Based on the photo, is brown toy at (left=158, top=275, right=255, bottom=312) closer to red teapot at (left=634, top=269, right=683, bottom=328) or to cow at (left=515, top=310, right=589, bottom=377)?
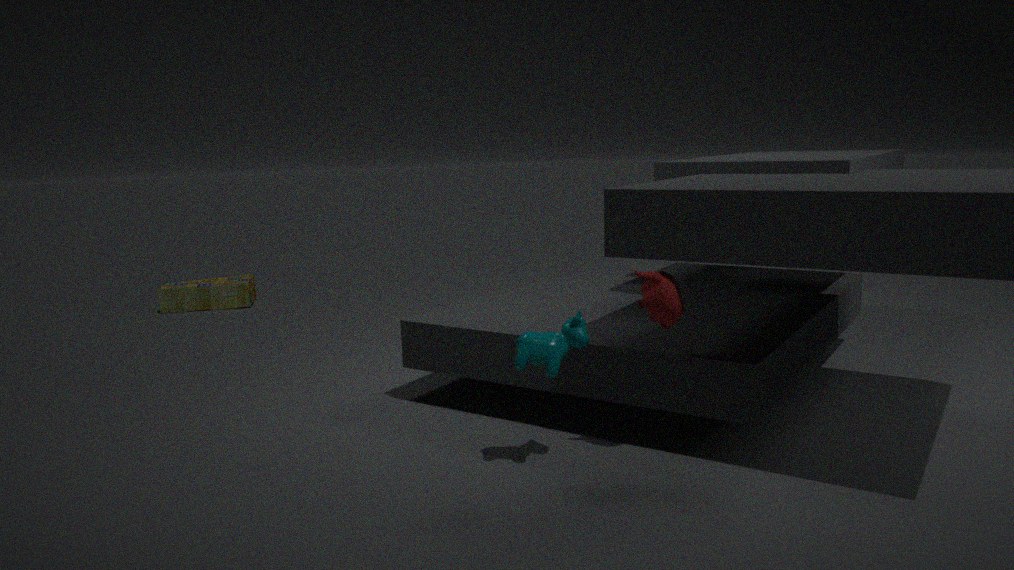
cow at (left=515, top=310, right=589, bottom=377)
